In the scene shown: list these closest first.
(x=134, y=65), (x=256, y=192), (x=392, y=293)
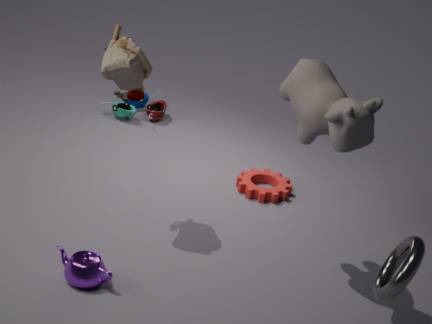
(x=392, y=293) → (x=134, y=65) → (x=256, y=192)
